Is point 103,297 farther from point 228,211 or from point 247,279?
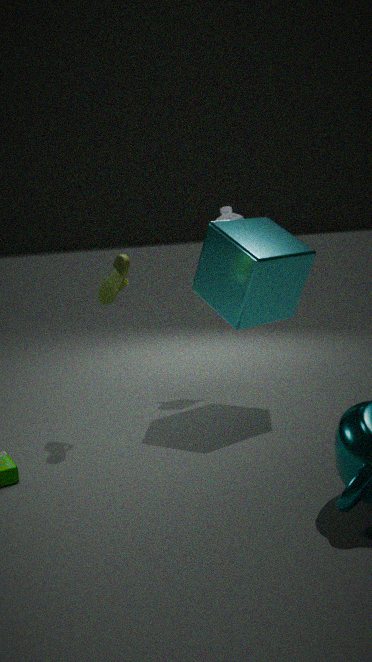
point 228,211
